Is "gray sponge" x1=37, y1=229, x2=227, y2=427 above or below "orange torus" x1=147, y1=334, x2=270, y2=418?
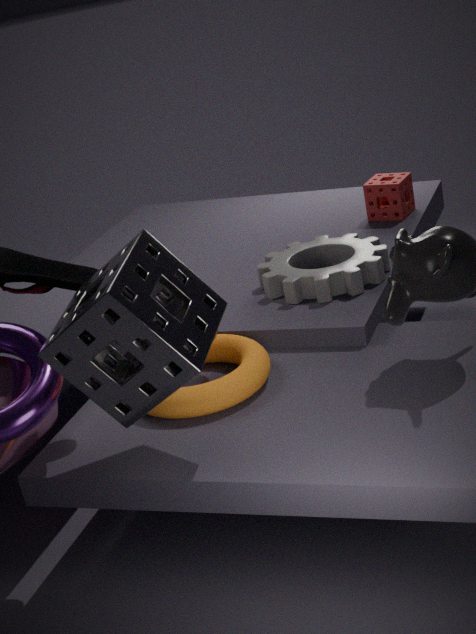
above
